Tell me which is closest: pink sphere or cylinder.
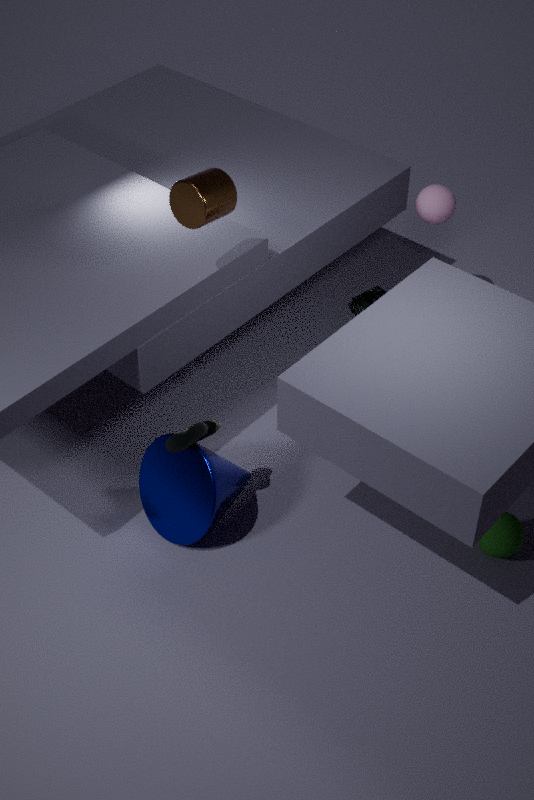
cylinder
